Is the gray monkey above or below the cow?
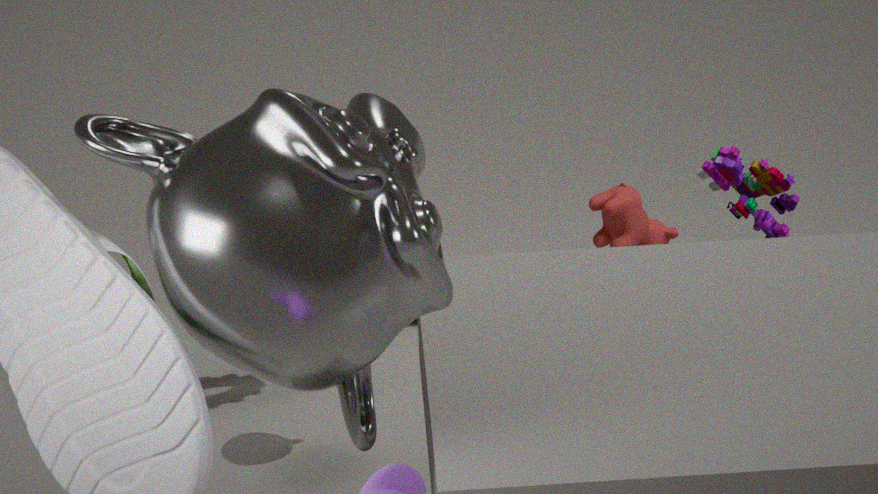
above
